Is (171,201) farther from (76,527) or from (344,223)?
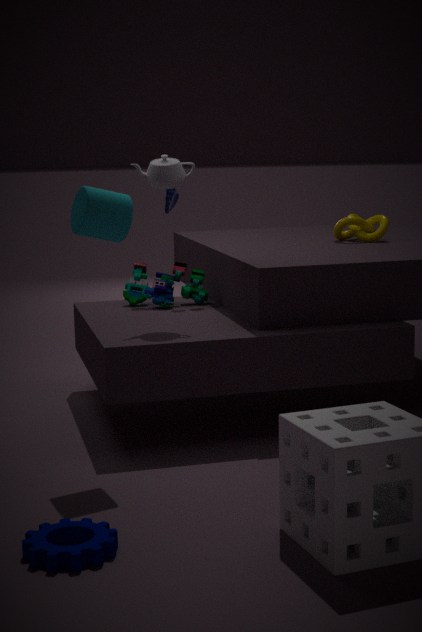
(76,527)
